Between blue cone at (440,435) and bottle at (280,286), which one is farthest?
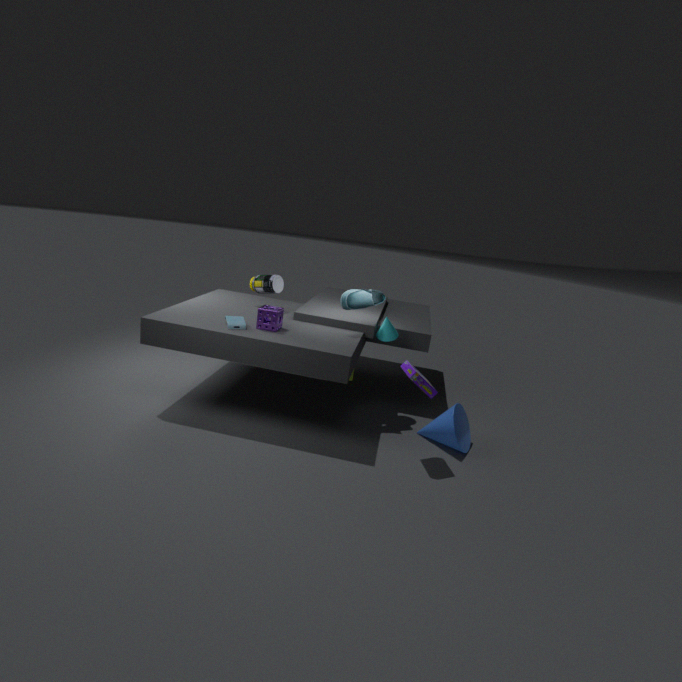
bottle at (280,286)
